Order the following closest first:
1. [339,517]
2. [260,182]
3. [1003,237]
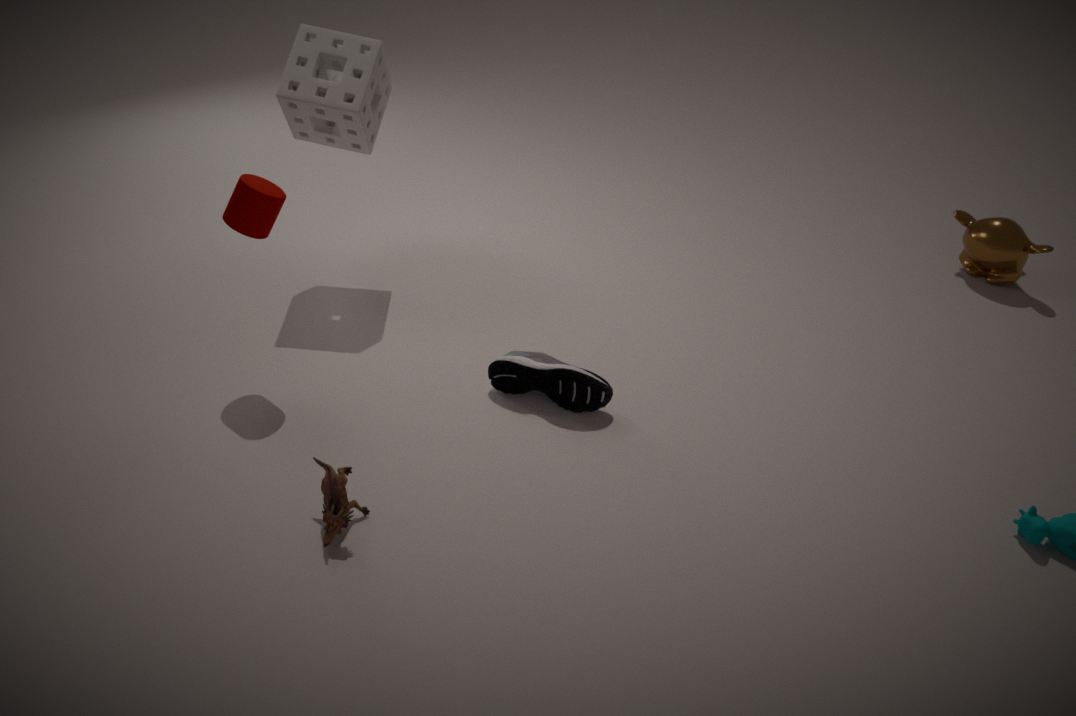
[339,517] < [260,182] < [1003,237]
